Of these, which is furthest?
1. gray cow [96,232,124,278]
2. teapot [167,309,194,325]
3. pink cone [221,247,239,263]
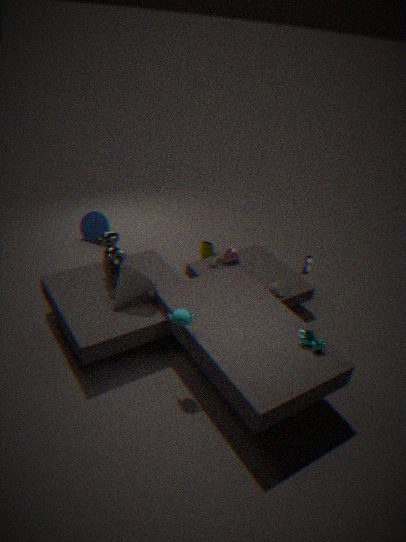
pink cone [221,247,239,263]
